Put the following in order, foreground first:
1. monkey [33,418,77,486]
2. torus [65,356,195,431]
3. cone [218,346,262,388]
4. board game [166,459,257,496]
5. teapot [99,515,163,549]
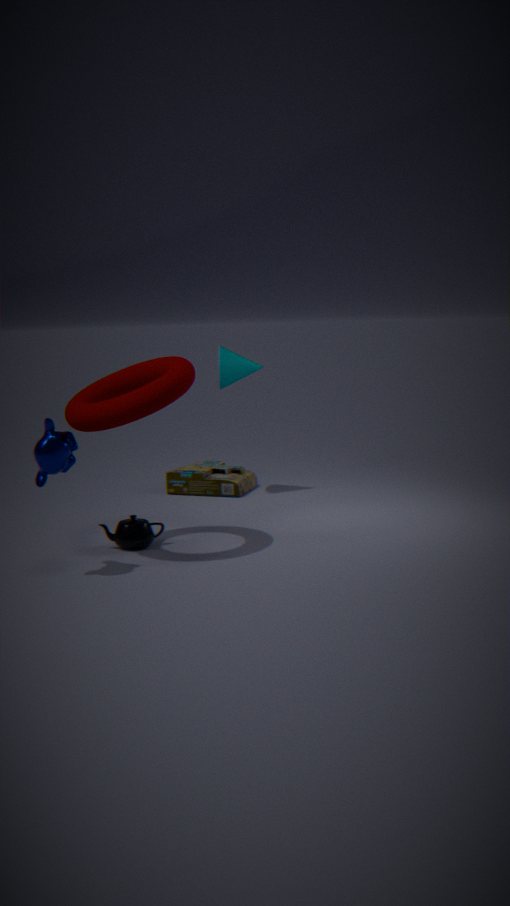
1. monkey [33,418,77,486]
2. torus [65,356,195,431]
3. teapot [99,515,163,549]
4. cone [218,346,262,388]
5. board game [166,459,257,496]
